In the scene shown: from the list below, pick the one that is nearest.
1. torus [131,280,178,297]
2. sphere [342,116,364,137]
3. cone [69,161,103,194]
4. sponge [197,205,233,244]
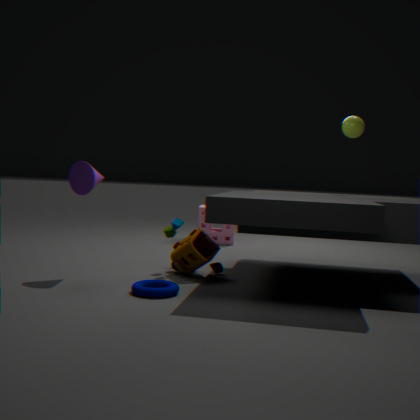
torus [131,280,178,297]
